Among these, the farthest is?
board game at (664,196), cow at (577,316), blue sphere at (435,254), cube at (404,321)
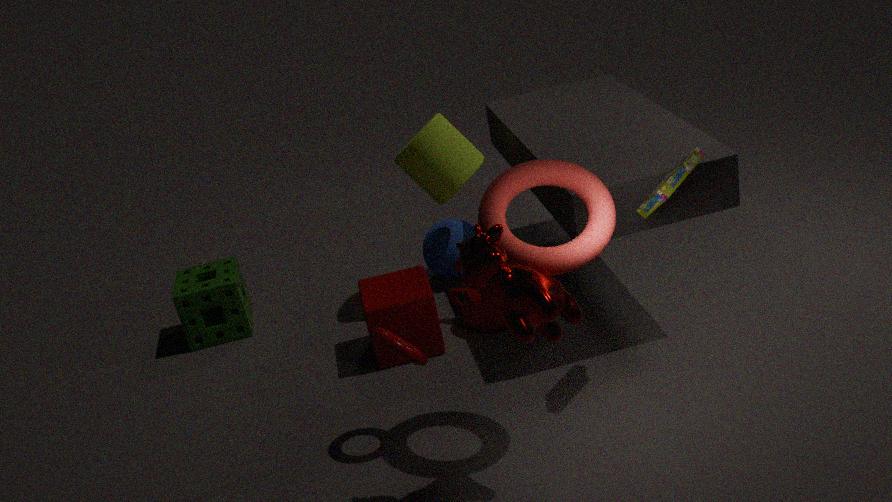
blue sphere at (435,254)
